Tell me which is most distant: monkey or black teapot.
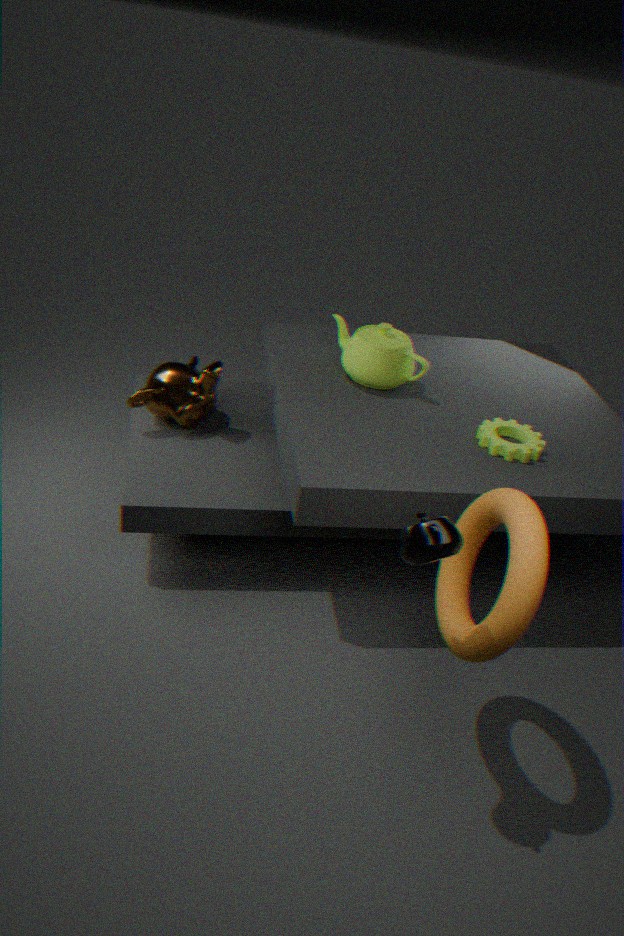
monkey
